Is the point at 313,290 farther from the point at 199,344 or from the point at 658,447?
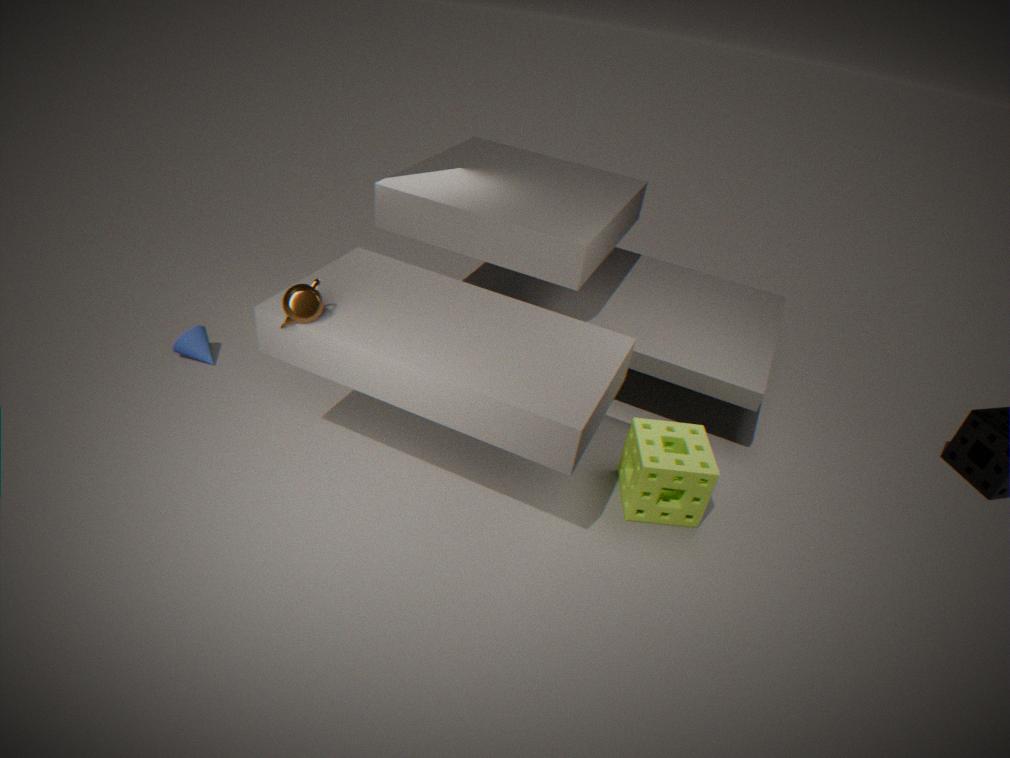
the point at 658,447
